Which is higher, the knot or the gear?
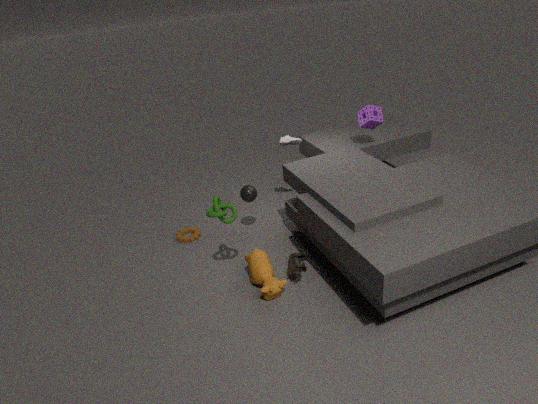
the knot
